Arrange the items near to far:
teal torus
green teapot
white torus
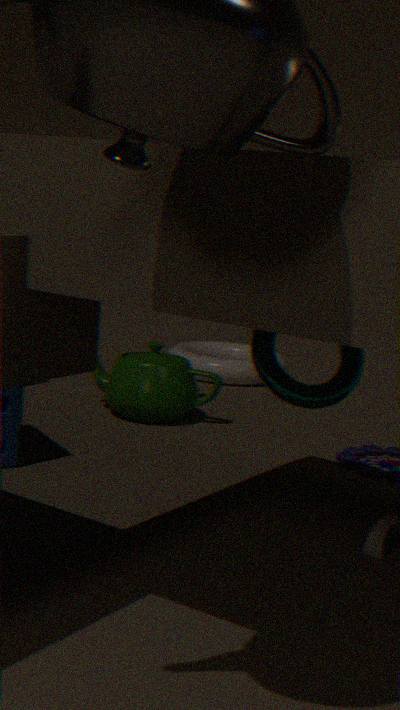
1. teal torus
2. green teapot
3. white torus
